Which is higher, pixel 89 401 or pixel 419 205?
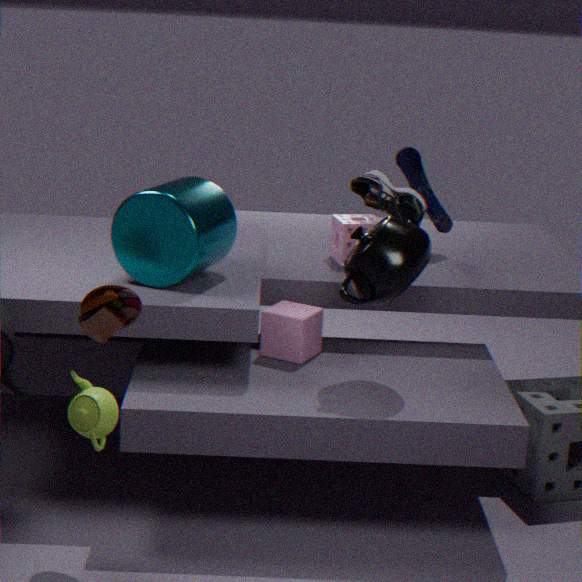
pixel 419 205
